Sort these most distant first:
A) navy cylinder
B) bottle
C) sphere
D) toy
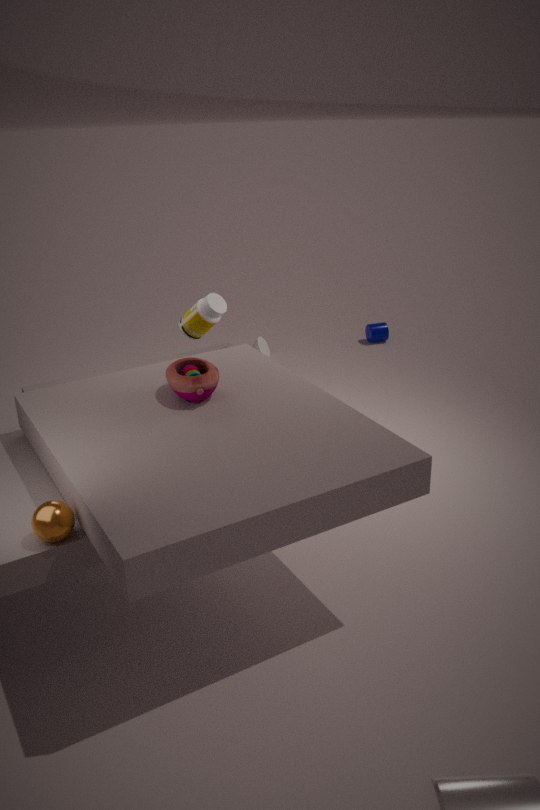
navy cylinder, bottle, toy, sphere
